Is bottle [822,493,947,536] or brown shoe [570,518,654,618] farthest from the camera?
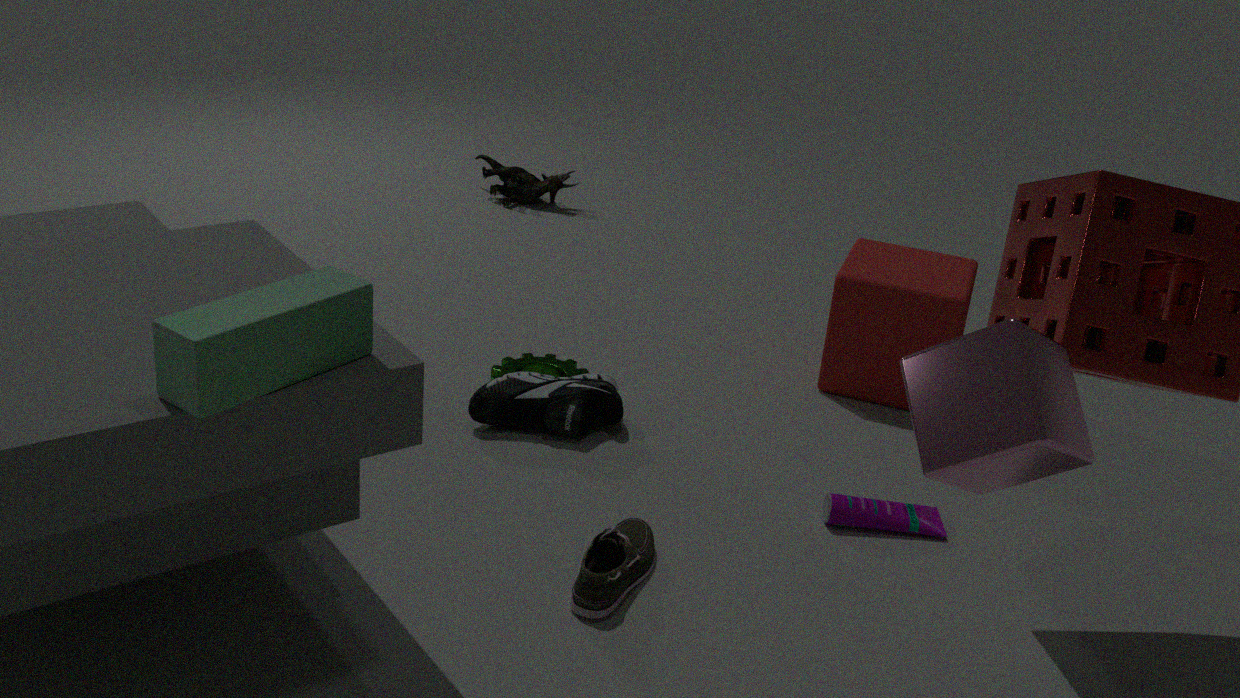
bottle [822,493,947,536]
